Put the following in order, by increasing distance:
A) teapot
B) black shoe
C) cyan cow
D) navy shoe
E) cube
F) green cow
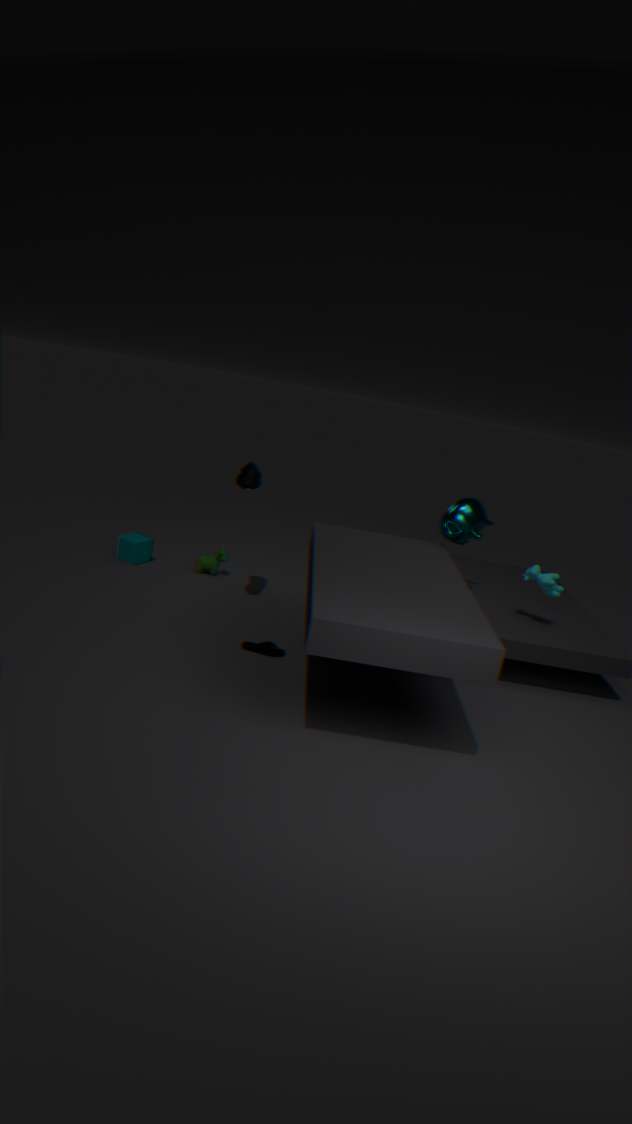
1. black shoe
2. navy shoe
3. cyan cow
4. teapot
5. cube
6. green cow
